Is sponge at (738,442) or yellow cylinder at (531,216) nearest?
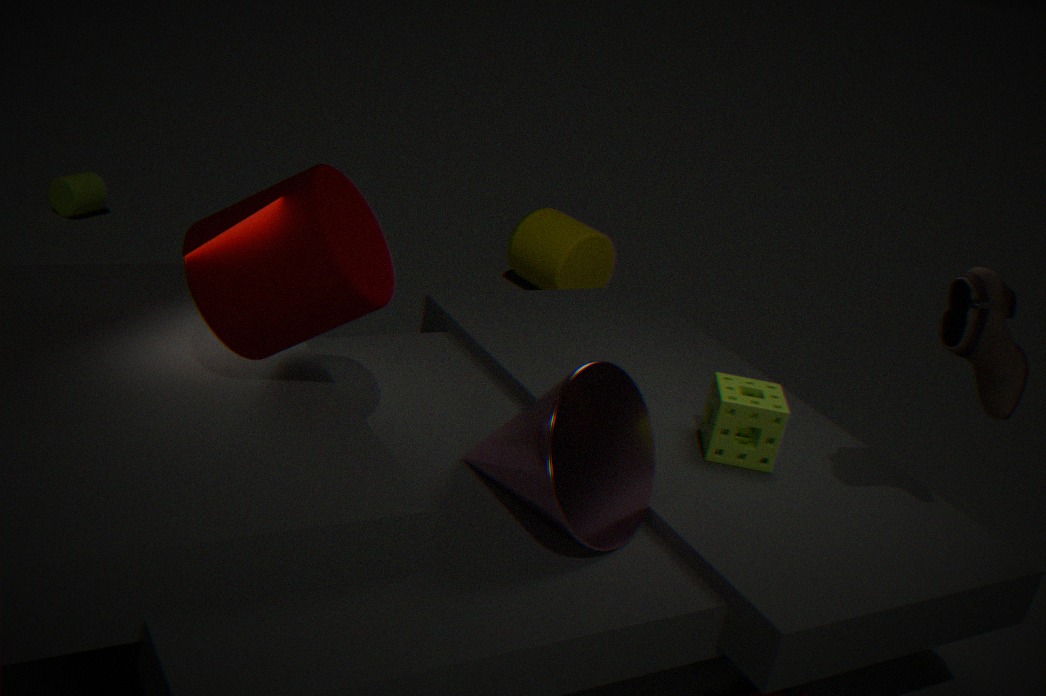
sponge at (738,442)
